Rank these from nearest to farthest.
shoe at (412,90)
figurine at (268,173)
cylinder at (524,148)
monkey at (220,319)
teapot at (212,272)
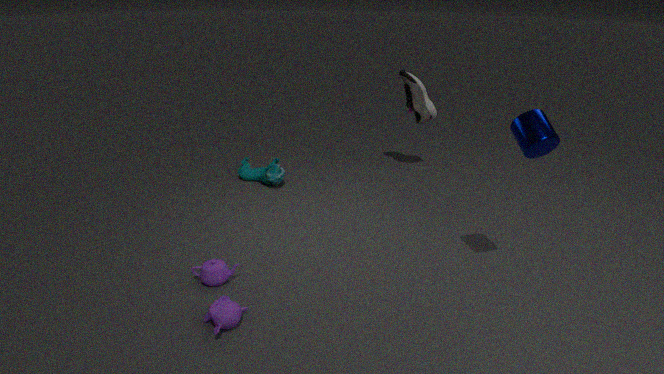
monkey at (220,319)
cylinder at (524,148)
teapot at (212,272)
figurine at (268,173)
shoe at (412,90)
